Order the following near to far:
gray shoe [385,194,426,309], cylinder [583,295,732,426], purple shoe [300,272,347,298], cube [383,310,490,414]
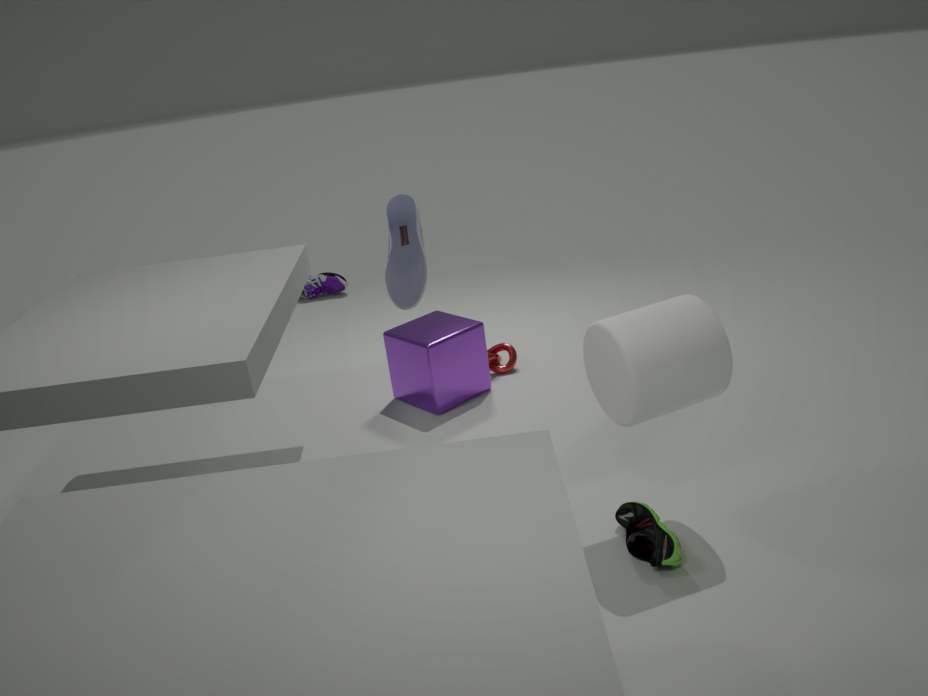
cylinder [583,295,732,426] → gray shoe [385,194,426,309] → cube [383,310,490,414] → purple shoe [300,272,347,298]
